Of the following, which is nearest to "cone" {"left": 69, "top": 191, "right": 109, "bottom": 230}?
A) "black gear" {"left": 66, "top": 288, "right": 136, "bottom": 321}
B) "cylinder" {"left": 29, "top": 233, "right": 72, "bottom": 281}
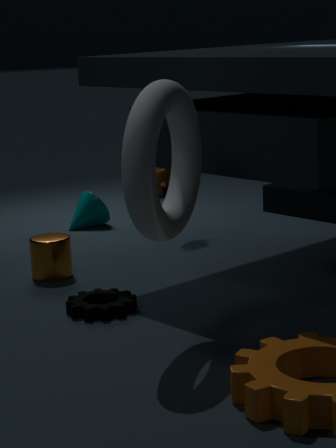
"cylinder" {"left": 29, "top": 233, "right": 72, "bottom": 281}
